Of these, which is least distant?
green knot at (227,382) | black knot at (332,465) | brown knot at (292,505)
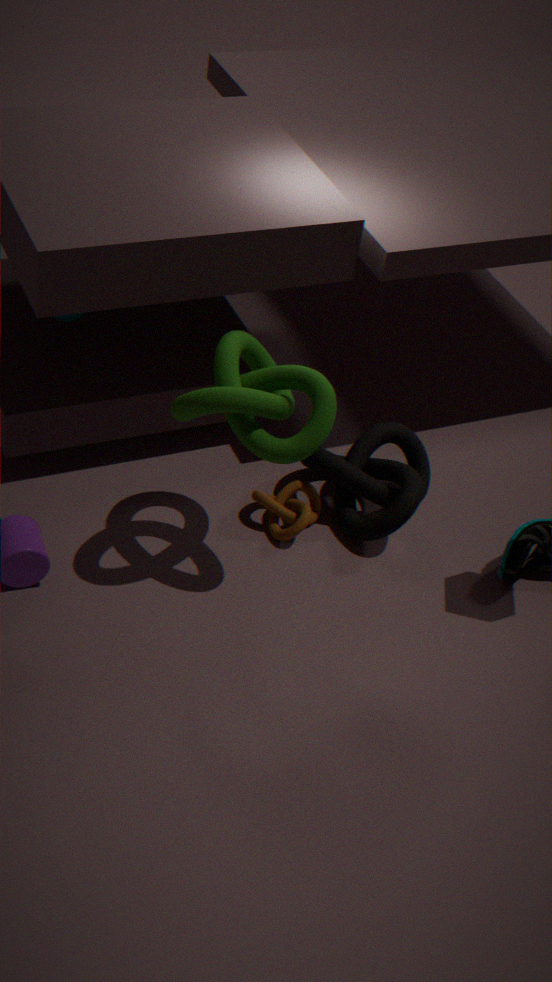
green knot at (227,382)
